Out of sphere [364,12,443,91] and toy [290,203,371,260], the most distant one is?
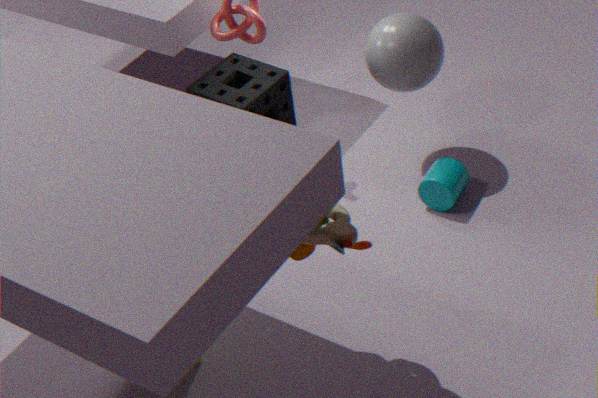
sphere [364,12,443,91]
